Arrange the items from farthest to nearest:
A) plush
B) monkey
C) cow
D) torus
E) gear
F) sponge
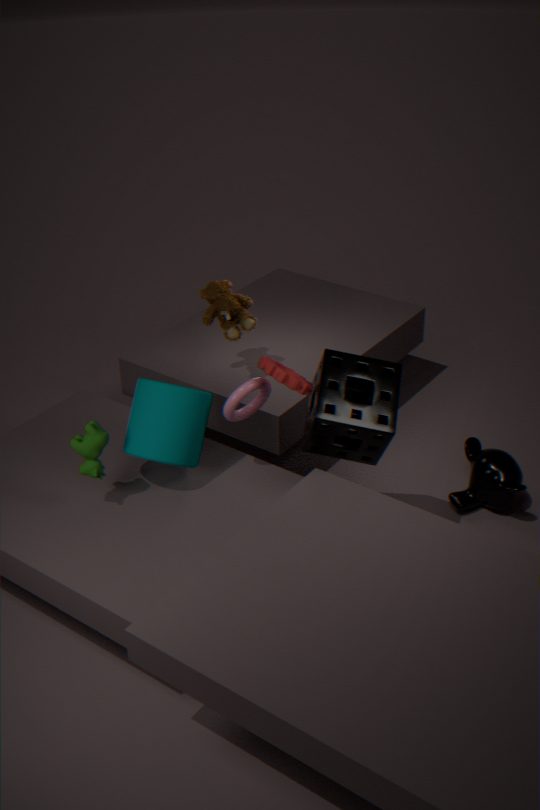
1. plush
2. monkey
3. torus
4. gear
5. cow
6. sponge
